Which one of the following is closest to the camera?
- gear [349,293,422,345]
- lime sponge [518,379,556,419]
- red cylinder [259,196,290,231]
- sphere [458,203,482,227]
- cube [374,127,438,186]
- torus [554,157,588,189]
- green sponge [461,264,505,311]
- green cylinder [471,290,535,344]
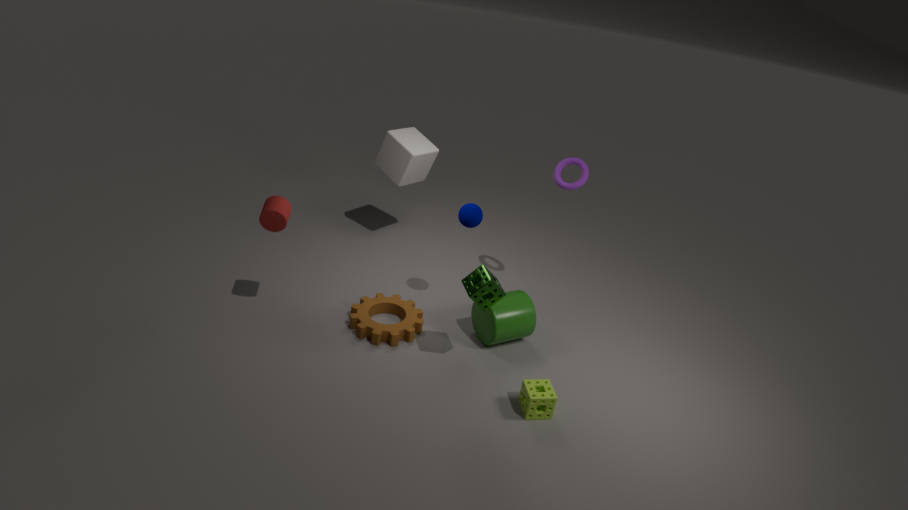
green sponge [461,264,505,311]
